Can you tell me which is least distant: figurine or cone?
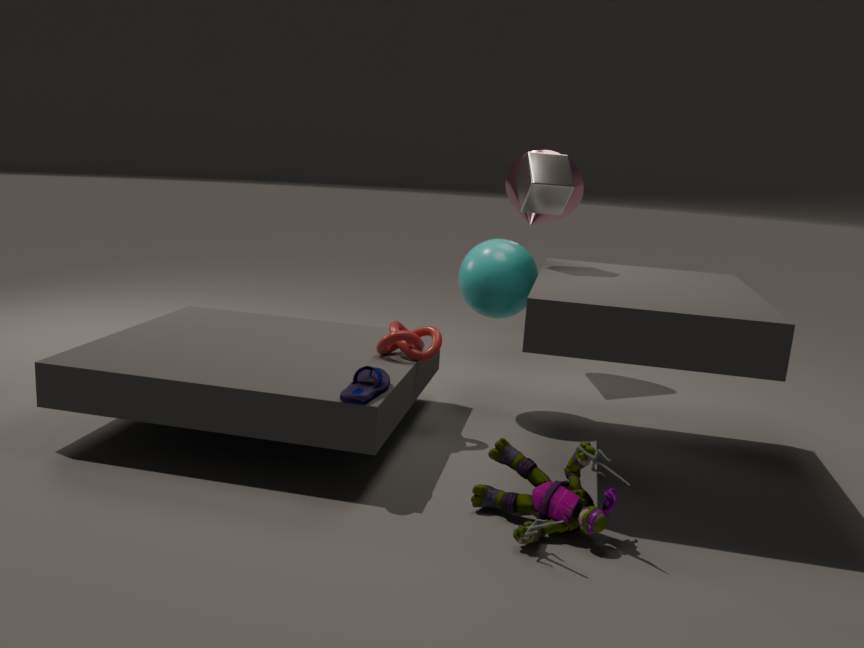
figurine
